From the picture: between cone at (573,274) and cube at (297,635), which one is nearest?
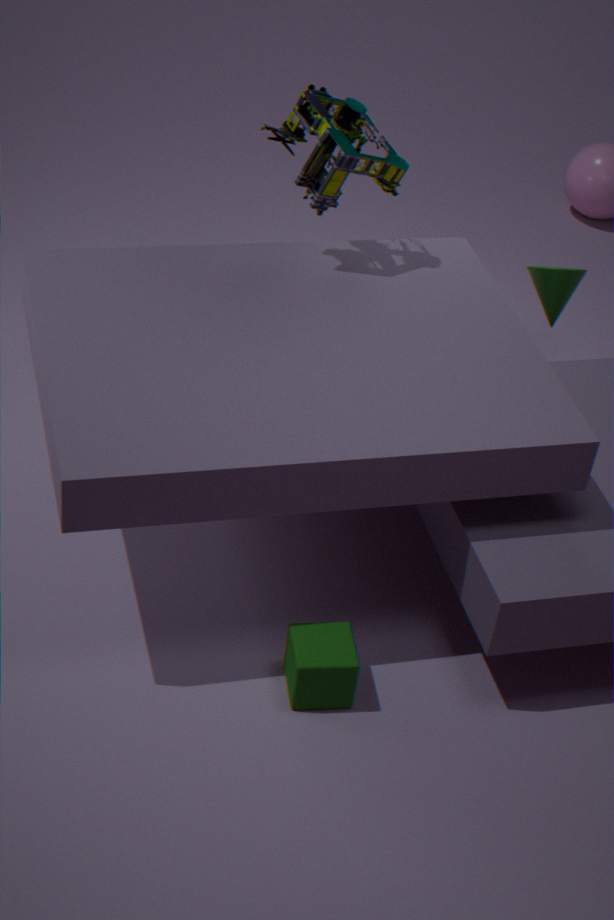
cube at (297,635)
